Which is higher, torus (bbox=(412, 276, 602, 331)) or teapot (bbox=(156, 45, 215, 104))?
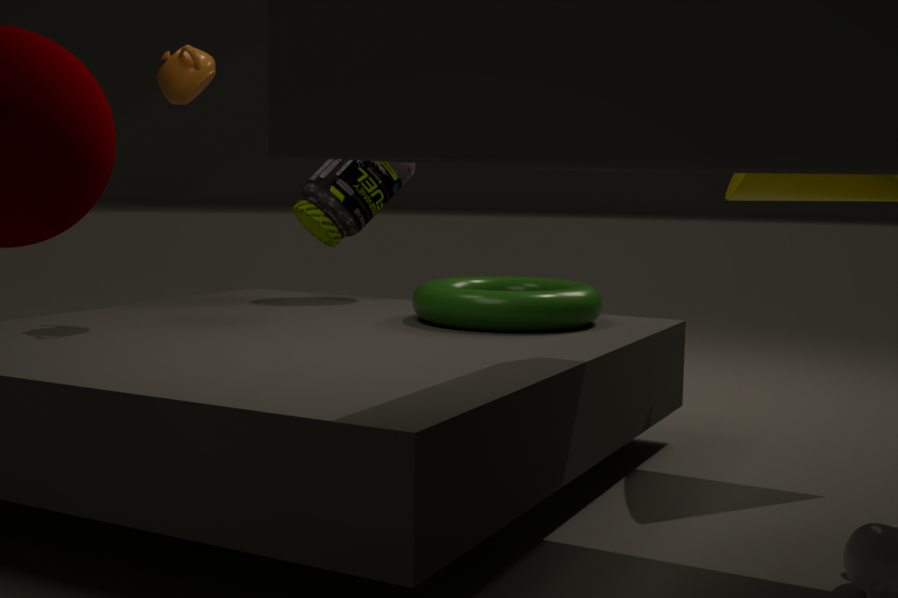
teapot (bbox=(156, 45, 215, 104))
